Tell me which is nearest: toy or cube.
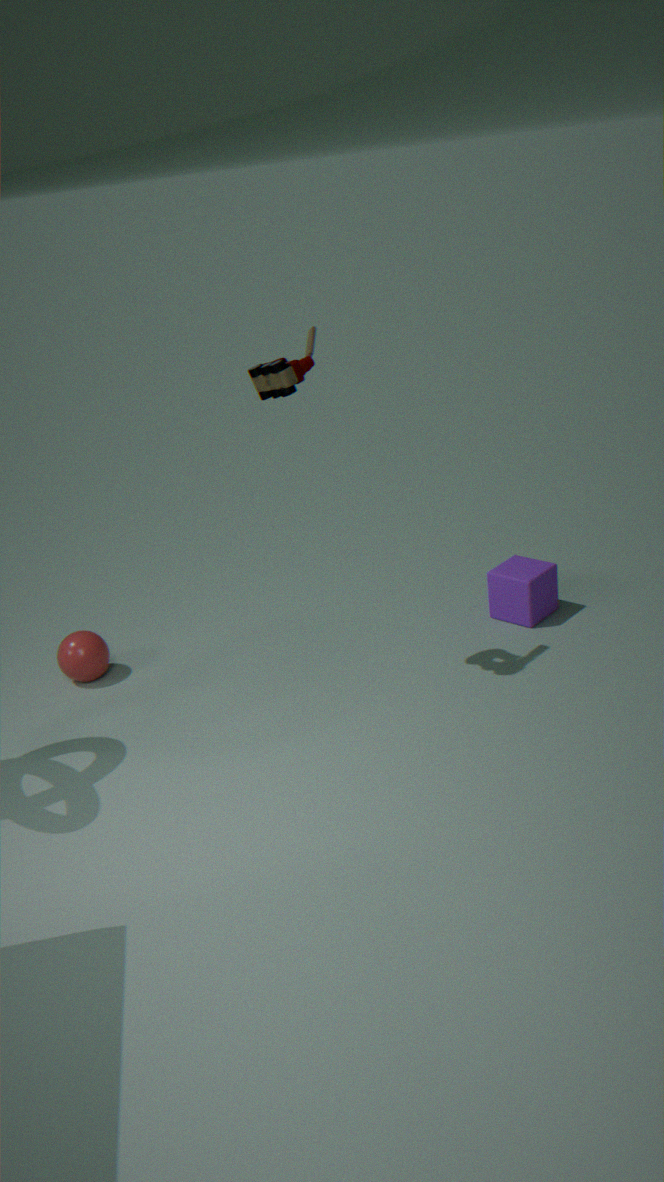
toy
